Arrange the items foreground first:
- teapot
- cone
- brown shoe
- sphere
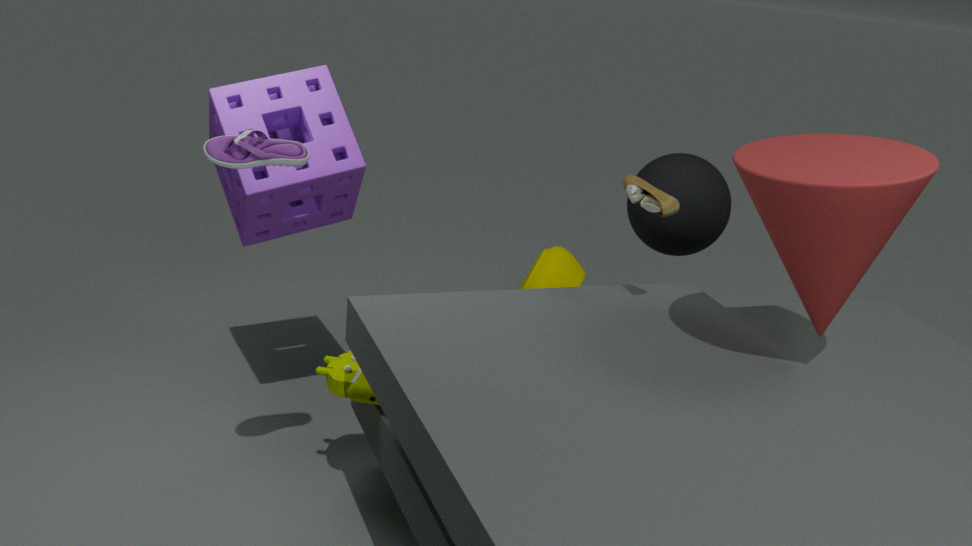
cone, brown shoe, sphere, teapot
